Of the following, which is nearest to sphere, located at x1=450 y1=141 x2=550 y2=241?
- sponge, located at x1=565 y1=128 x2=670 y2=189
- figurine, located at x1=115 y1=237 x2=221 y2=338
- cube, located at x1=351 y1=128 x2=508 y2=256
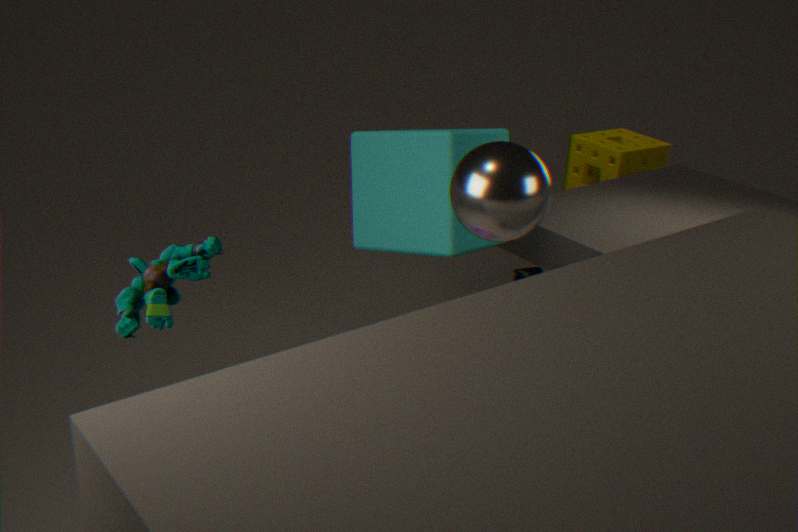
figurine, located at x1=115 y1=237 x2=221 y2=338
